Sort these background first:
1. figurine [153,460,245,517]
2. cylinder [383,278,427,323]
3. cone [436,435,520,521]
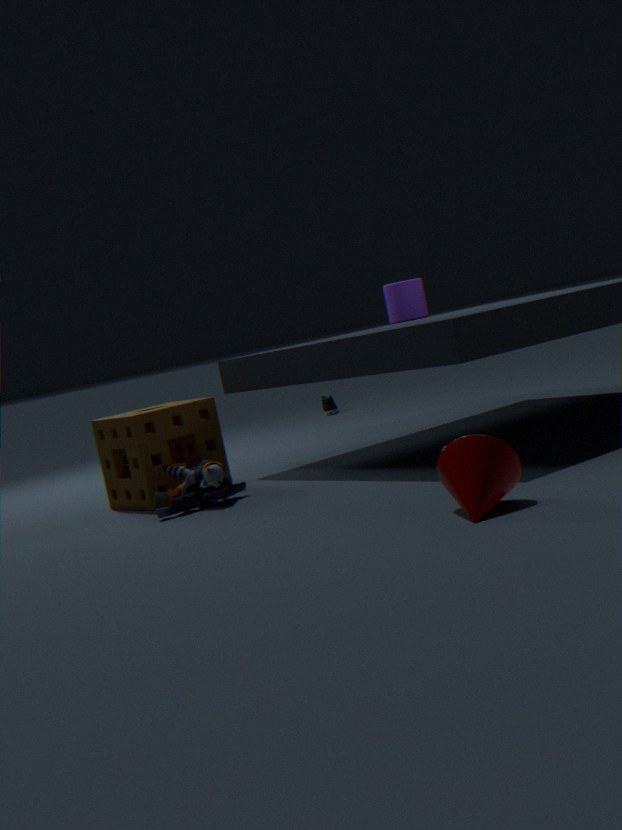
cylinder [383,278,427,323]
figurine [153,460,245,517]
cone [436,435,520,521]
